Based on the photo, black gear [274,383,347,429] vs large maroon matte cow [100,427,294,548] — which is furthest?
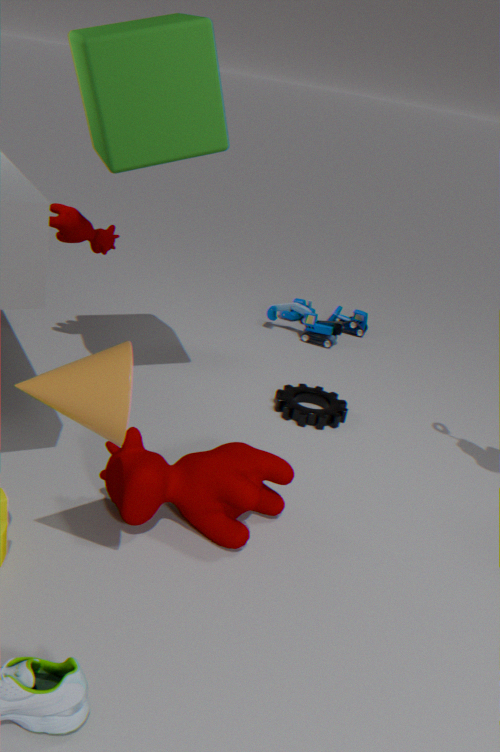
black gear [274,383,347,429]
